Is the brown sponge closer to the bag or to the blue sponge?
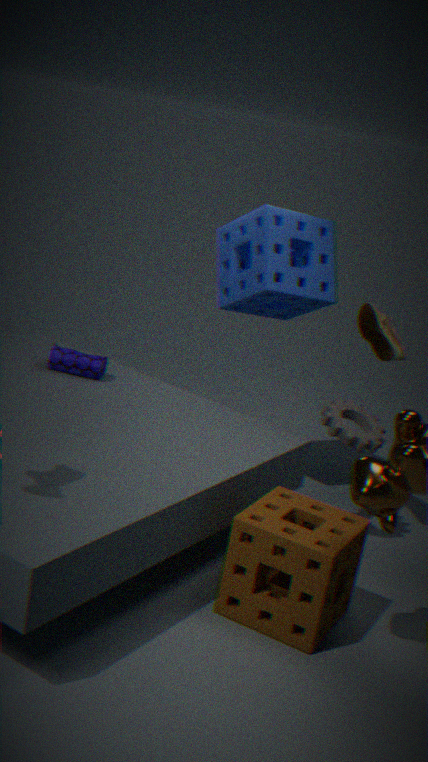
the blue sponge
